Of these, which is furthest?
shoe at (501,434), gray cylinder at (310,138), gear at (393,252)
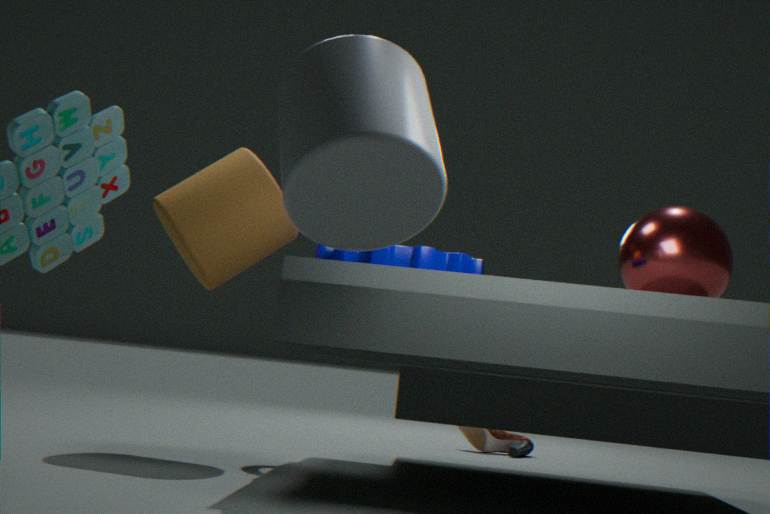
shoe at (501,434)
